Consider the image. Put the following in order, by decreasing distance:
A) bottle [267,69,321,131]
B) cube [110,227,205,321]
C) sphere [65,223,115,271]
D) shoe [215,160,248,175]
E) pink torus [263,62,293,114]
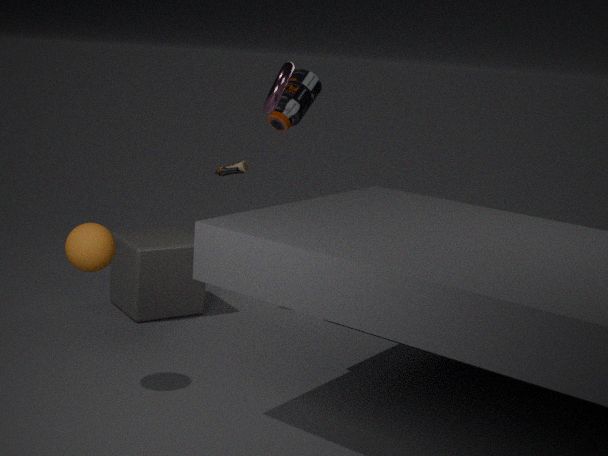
bottle [267,69,321,131], shoe [215,160,248,175], cube [110,227,205,321], pink torus [263,62,293,114], sphere [65,223,115,271]
